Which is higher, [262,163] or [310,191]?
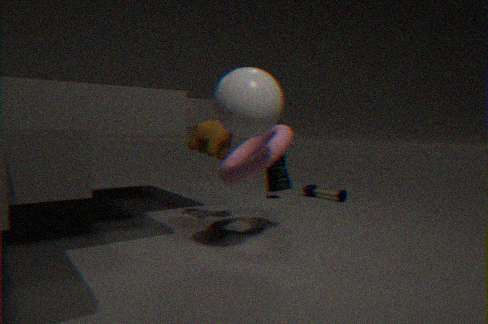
[262,163]
